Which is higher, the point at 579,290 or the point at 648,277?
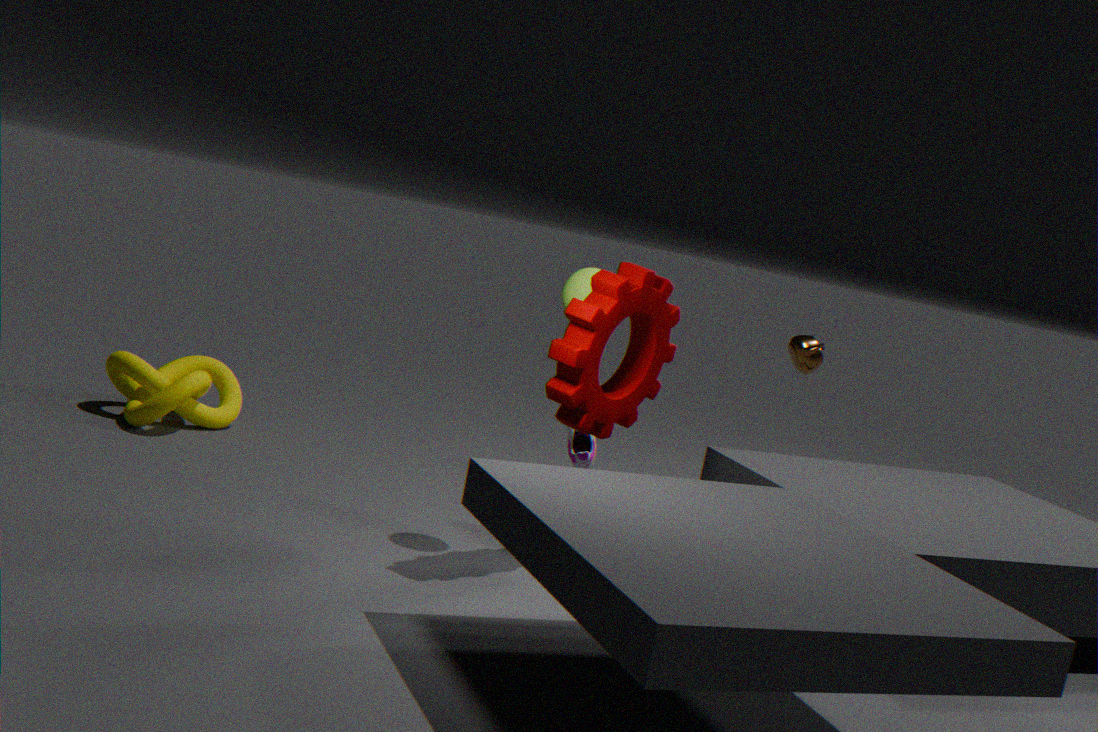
the point at 579,290
